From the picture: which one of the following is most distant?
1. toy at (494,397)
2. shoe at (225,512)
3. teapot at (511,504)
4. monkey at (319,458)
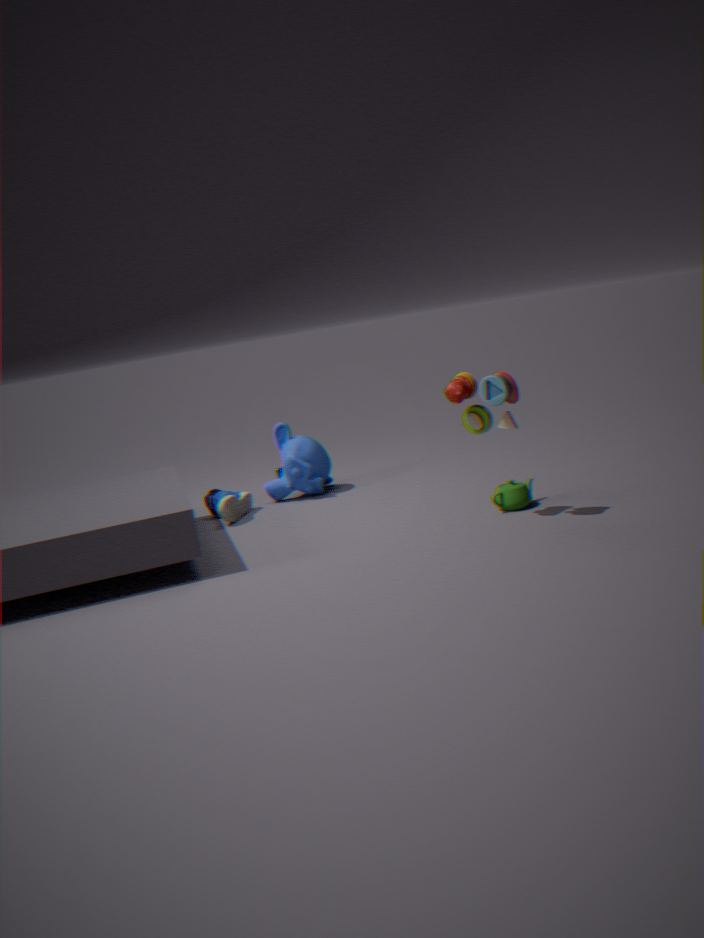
monkey at (319,458)
